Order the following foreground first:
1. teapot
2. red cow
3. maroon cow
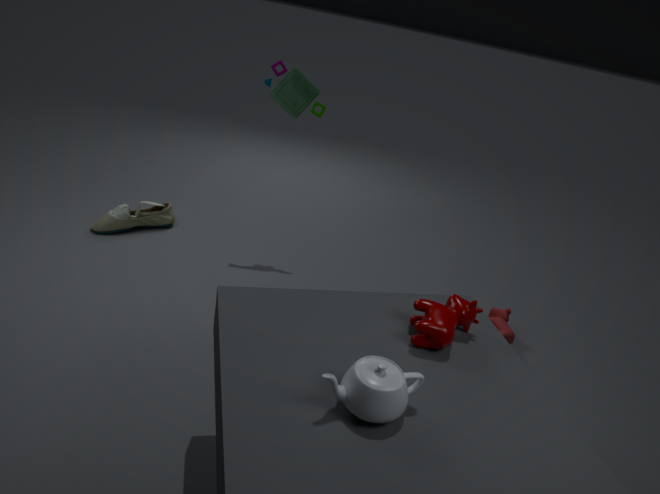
teapot, maroon cow, red cow
